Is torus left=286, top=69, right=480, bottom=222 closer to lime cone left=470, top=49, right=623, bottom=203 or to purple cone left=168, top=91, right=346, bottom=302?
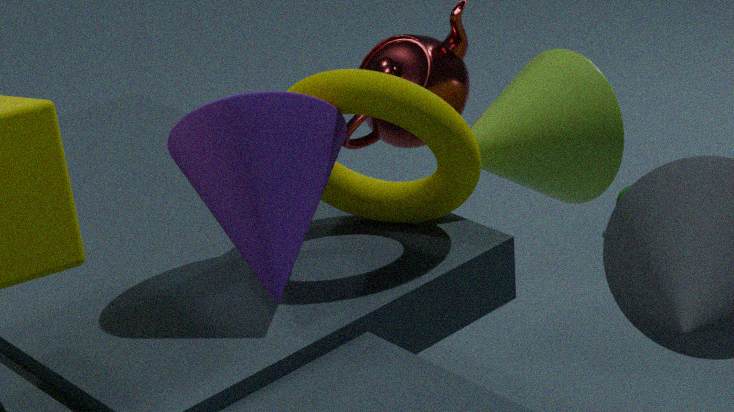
purple cone left=168, top=91, right=346, bottom=302
